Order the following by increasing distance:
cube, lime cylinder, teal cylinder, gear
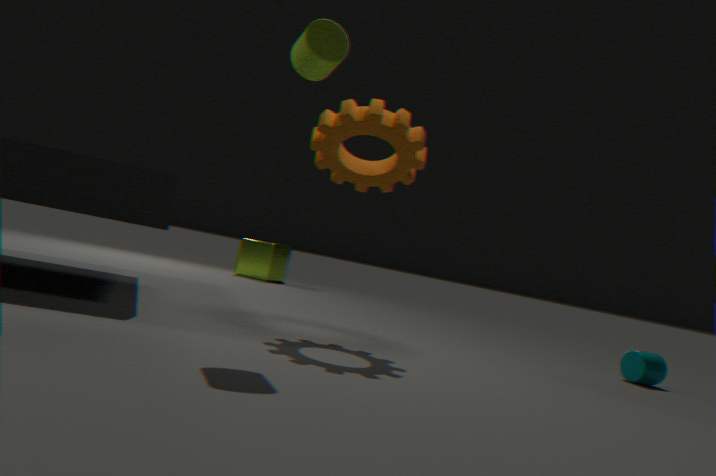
lime cylinder → gear → teal cylinder → cube
